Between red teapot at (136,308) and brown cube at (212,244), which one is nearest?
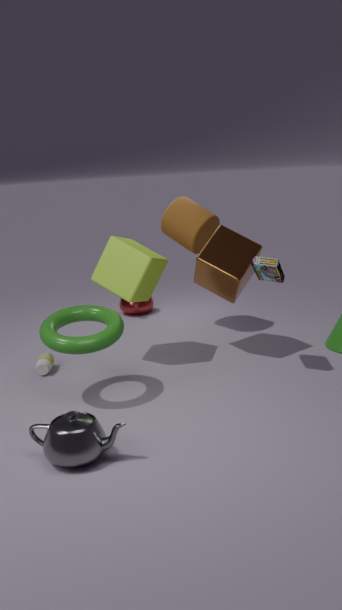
brown cube at (212,244)
